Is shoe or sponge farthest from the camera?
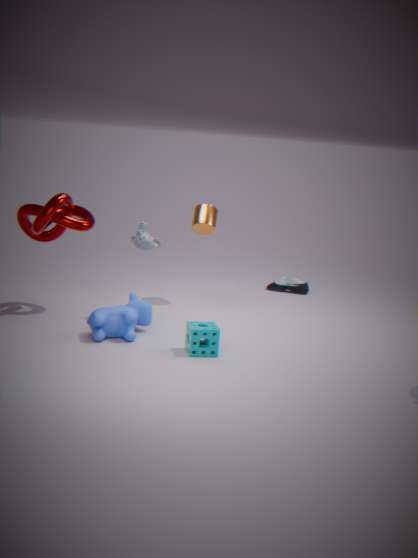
shoe
